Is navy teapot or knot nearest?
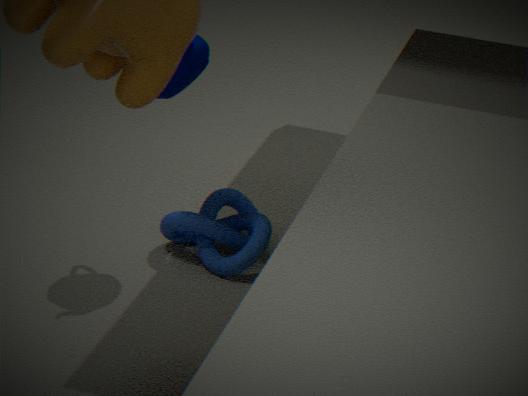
navy teapot
